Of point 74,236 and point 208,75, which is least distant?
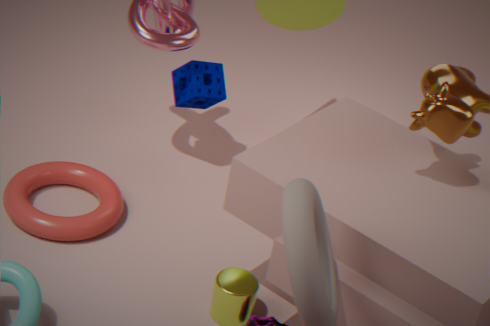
point 74,236
